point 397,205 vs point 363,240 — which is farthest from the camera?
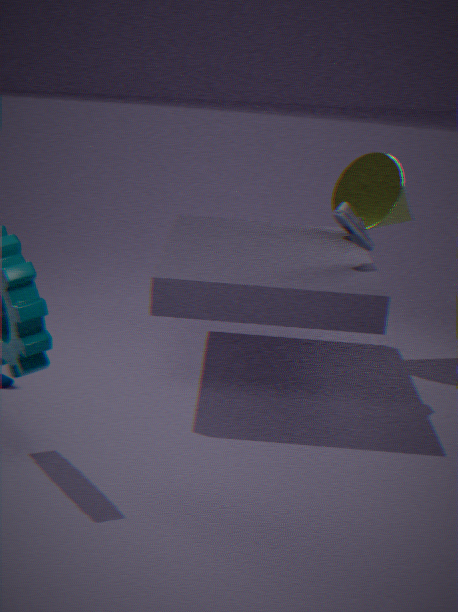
point 397,205
